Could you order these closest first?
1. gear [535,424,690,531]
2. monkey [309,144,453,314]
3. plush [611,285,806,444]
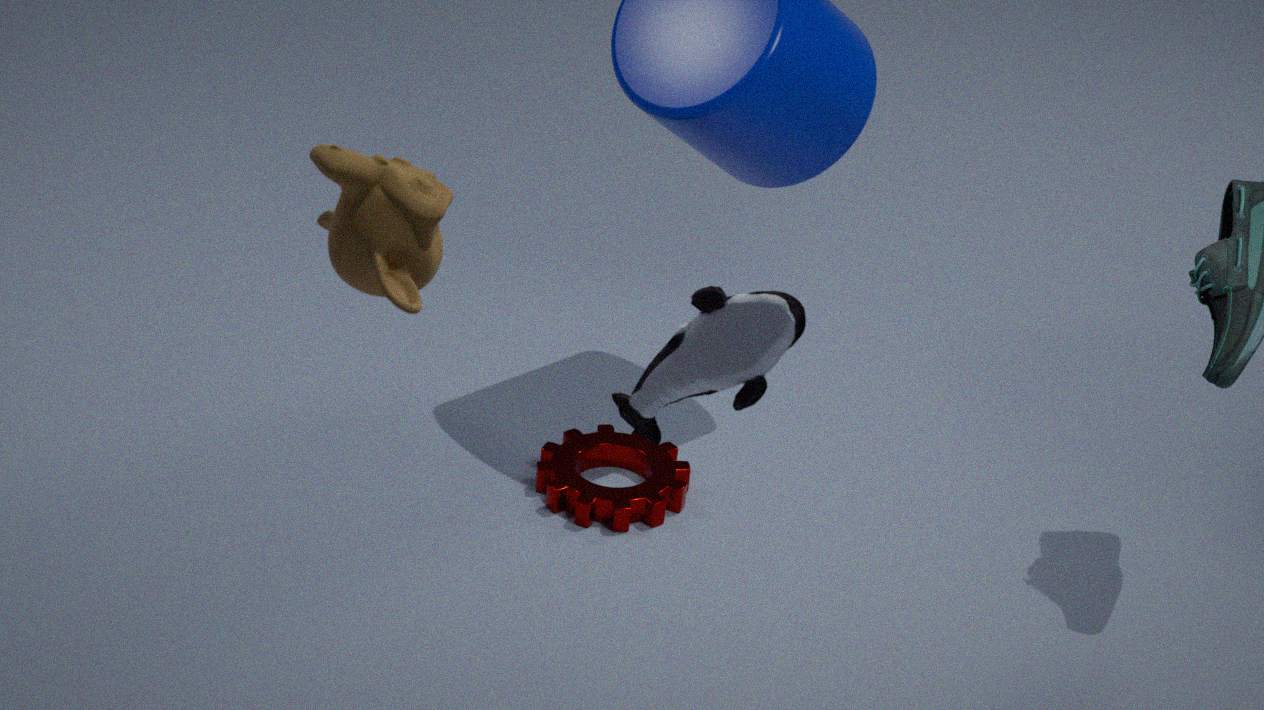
1. monkey [309,144,453,314]
2. plush [611,285,806,444]
3. gear [535,424,690,531]
